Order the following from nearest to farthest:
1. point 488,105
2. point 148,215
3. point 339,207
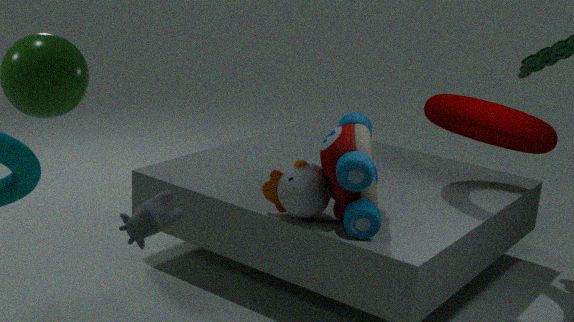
point 148,215, point 339,207, point 488,105
